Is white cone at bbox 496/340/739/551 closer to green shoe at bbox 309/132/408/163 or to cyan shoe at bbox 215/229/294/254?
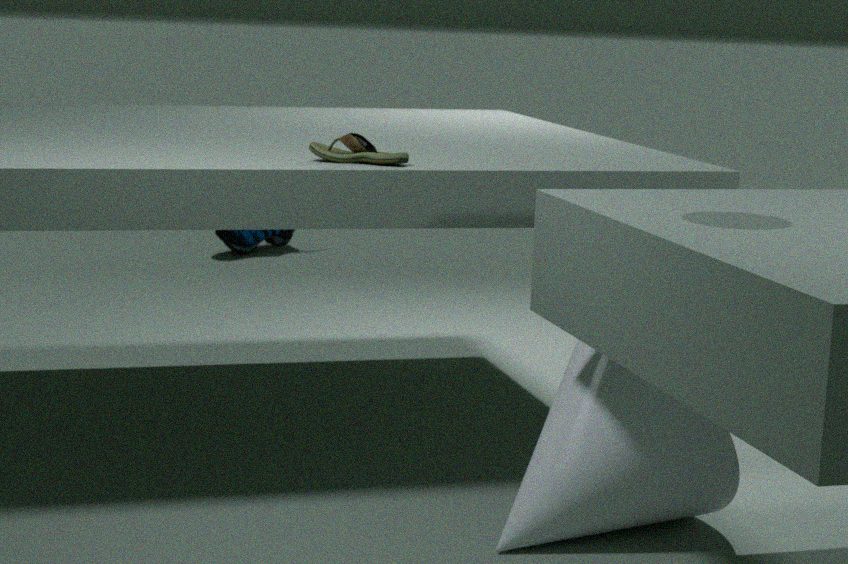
green shoe at bbox 309/132/408/163
